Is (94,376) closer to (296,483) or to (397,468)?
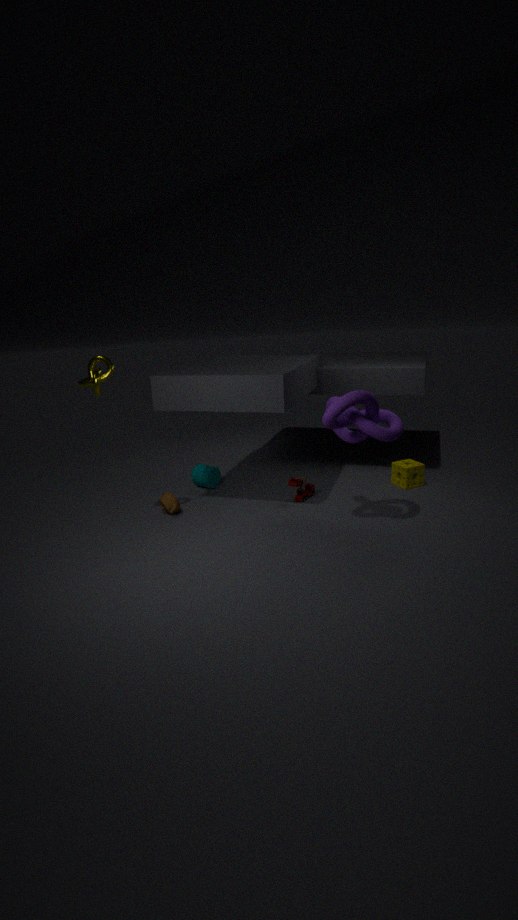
(296,483)
